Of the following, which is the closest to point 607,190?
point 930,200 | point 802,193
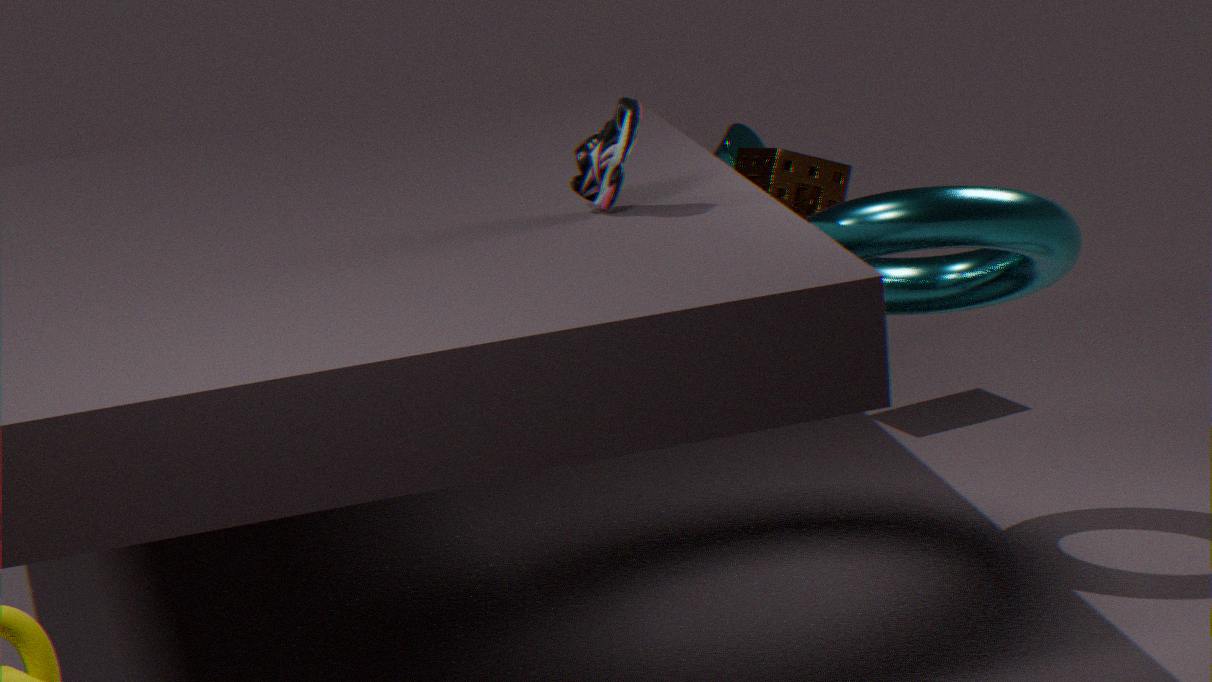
point 930,200
